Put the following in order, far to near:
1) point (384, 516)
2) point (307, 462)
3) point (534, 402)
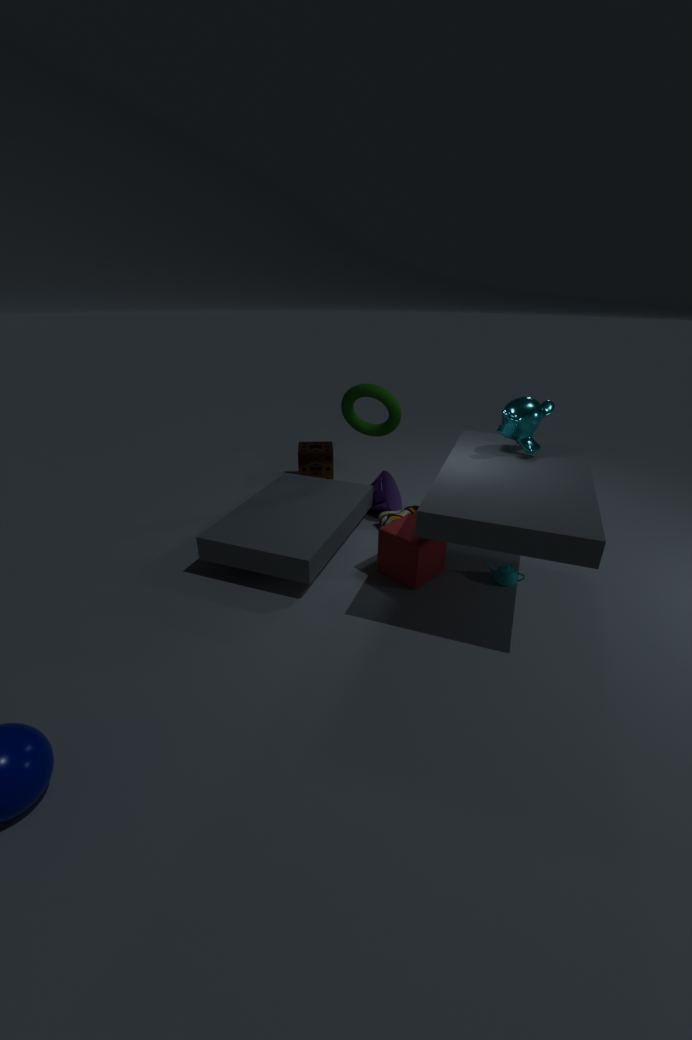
2. point (307, 462) < 1. point (384, 516) < 3. point (534, 402)
